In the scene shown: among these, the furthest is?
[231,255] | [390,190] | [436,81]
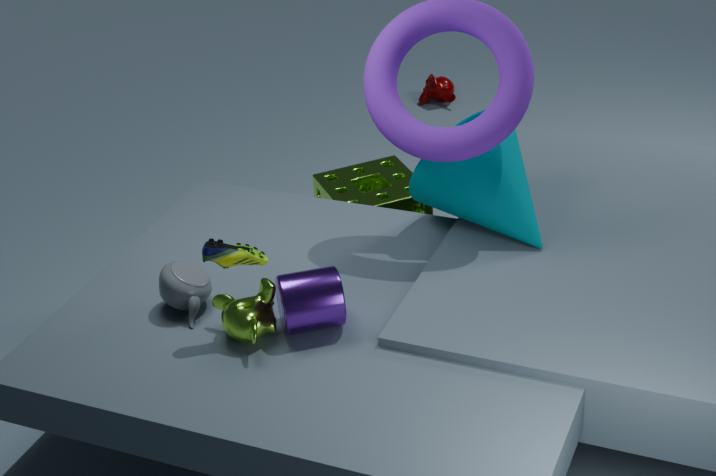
[436,81]
